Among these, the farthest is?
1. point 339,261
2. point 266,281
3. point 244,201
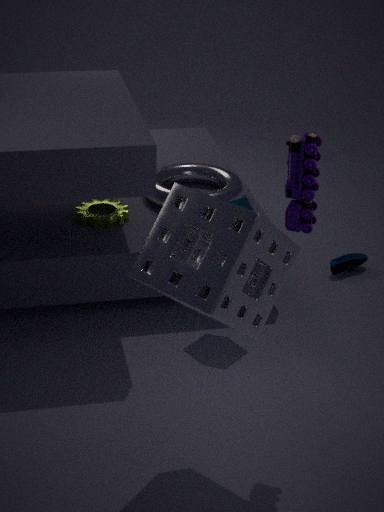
point 339,261
